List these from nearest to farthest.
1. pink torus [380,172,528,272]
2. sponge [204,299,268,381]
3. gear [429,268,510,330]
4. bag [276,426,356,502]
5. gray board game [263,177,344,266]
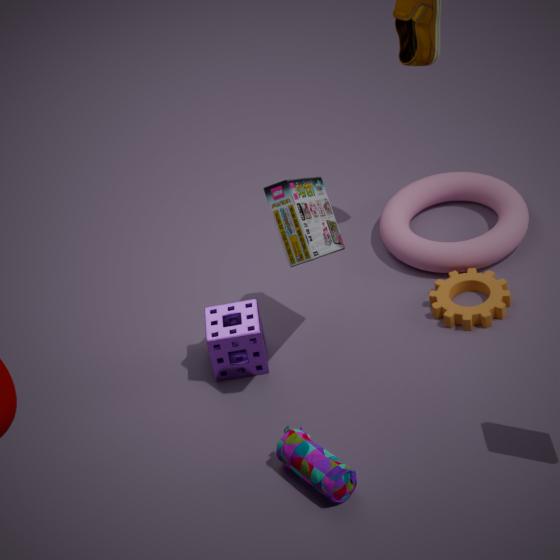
bag [276,426,356,502]
gray board game [263,177,344,266]
sponge [204,299,268,381]
gear [429,268,510,330]
pink torus [380,172,528,272]
